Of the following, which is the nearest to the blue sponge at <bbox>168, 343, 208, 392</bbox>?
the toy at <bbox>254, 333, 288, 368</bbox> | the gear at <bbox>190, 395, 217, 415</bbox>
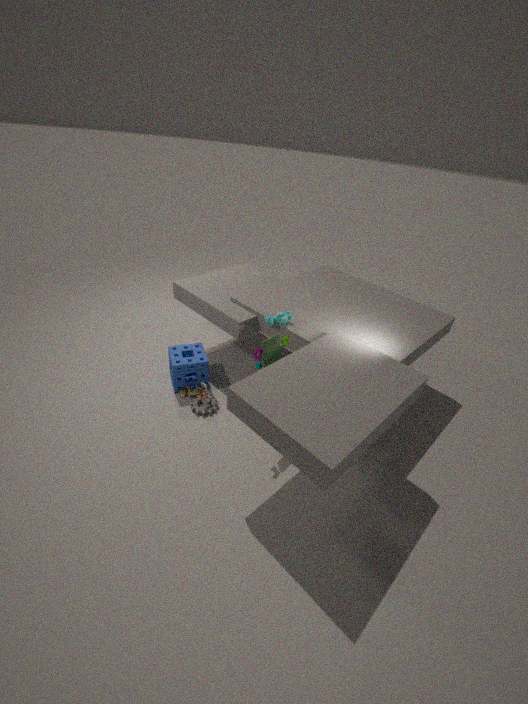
the gear at <bbox>190, 395, 217, 415</bbox>
